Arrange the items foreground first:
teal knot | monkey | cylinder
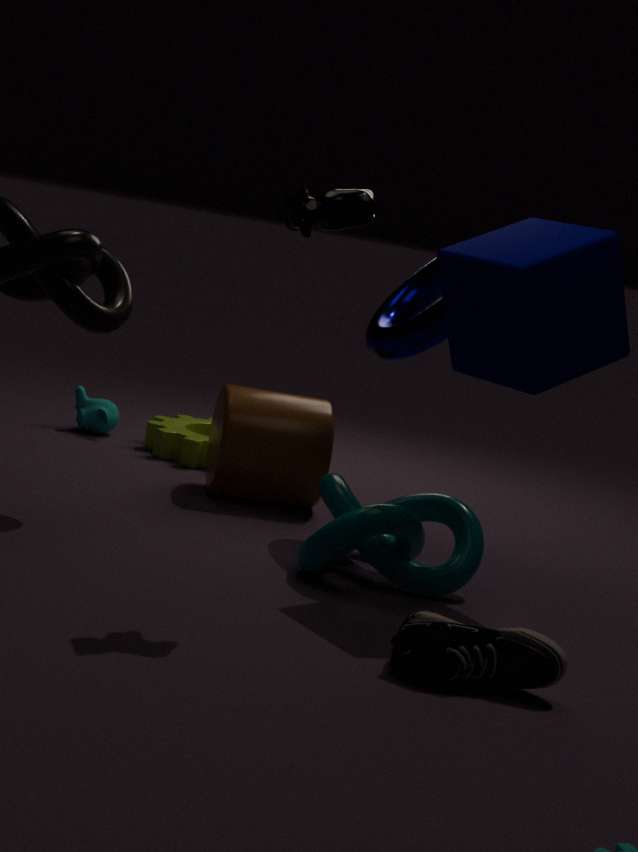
teal knot, cylinder, monkey
